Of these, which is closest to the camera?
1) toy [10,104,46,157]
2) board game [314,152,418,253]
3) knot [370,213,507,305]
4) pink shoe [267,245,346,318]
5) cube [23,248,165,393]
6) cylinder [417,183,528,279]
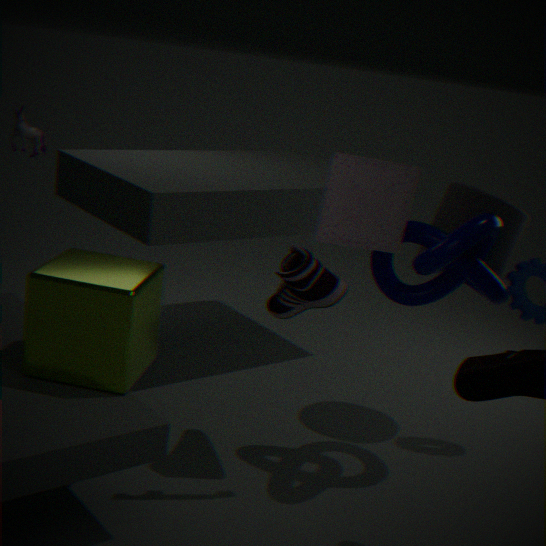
5. cube [23,248,165,393]
